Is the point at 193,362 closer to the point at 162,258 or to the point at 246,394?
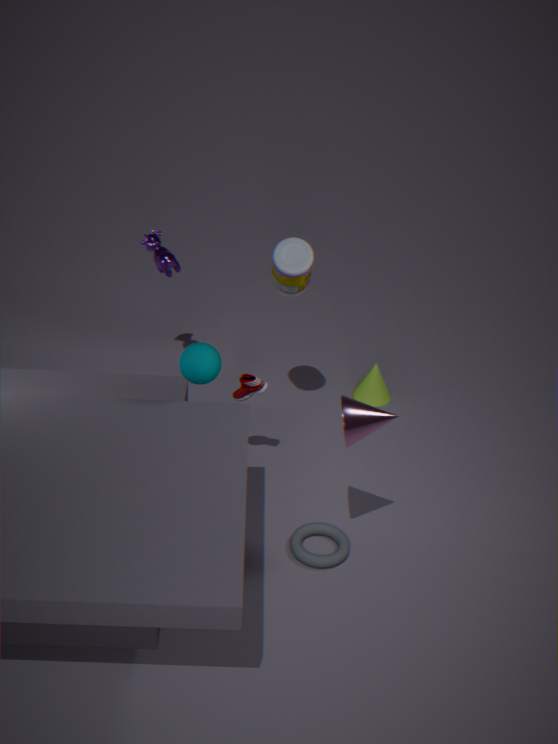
the point at 246,394
